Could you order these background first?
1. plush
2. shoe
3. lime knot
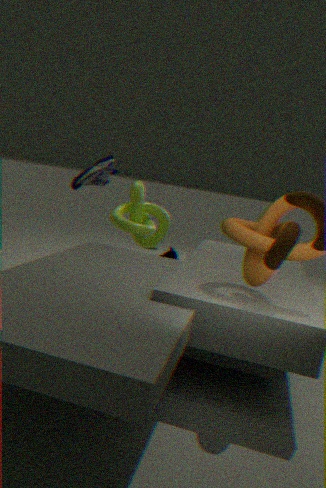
plush
lime knot
shoe
